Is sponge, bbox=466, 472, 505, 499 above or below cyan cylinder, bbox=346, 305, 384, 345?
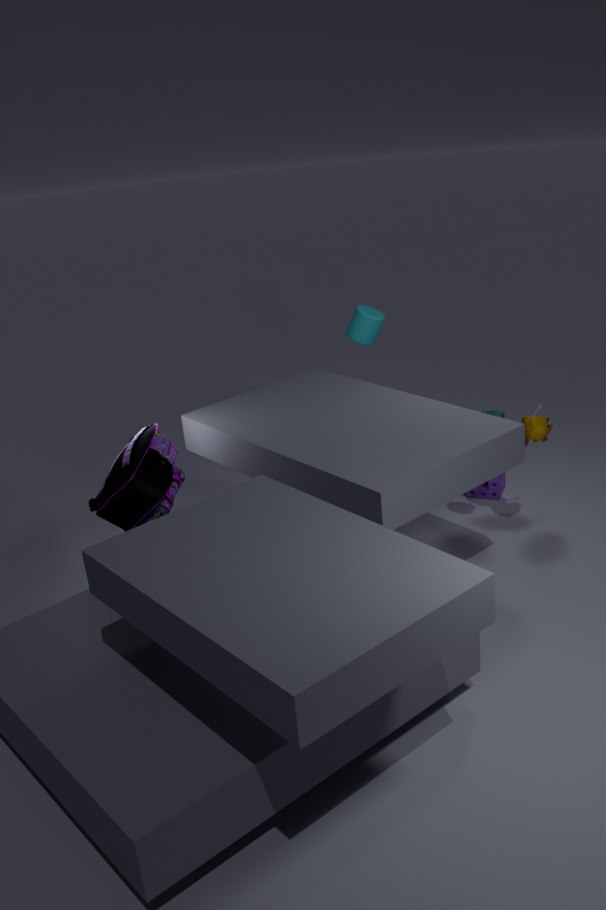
below
